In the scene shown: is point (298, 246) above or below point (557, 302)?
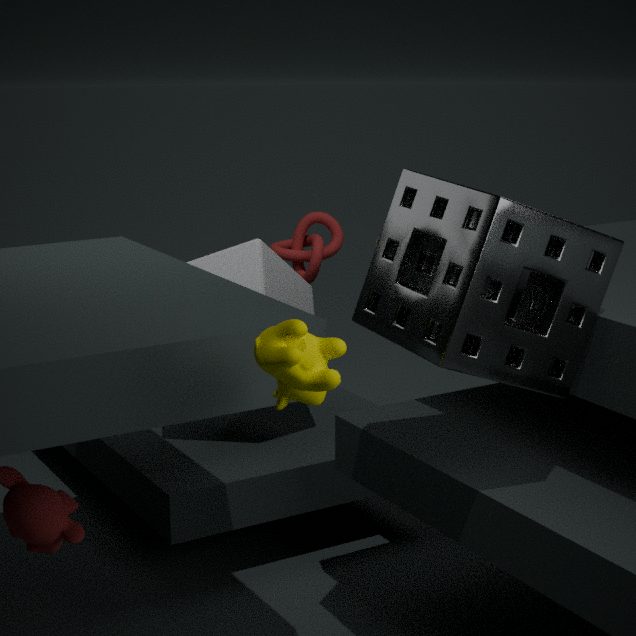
below
